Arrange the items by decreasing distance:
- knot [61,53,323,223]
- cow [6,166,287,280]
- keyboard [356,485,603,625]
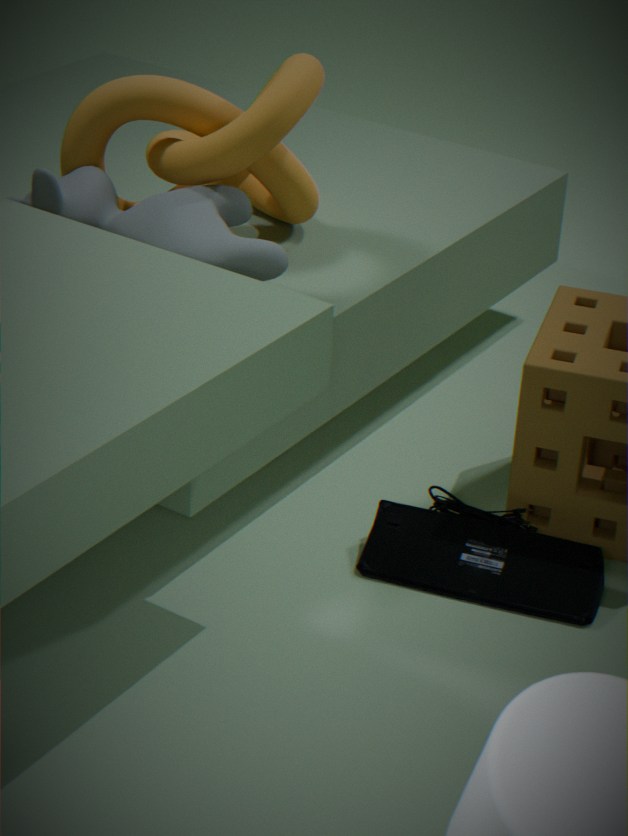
1. knot [61,53,323,223]
2. keyboard [356,485,603,625]
3. cow [6,166,287,280]
